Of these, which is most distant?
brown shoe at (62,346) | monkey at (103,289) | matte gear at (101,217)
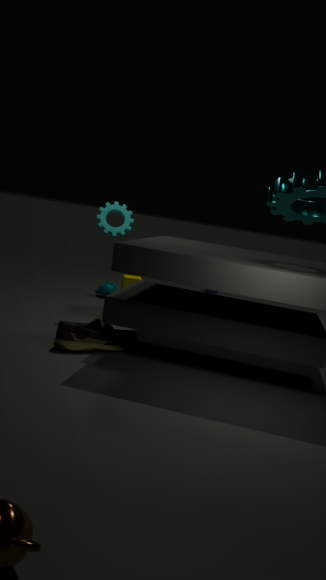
monkey at (103,289)
